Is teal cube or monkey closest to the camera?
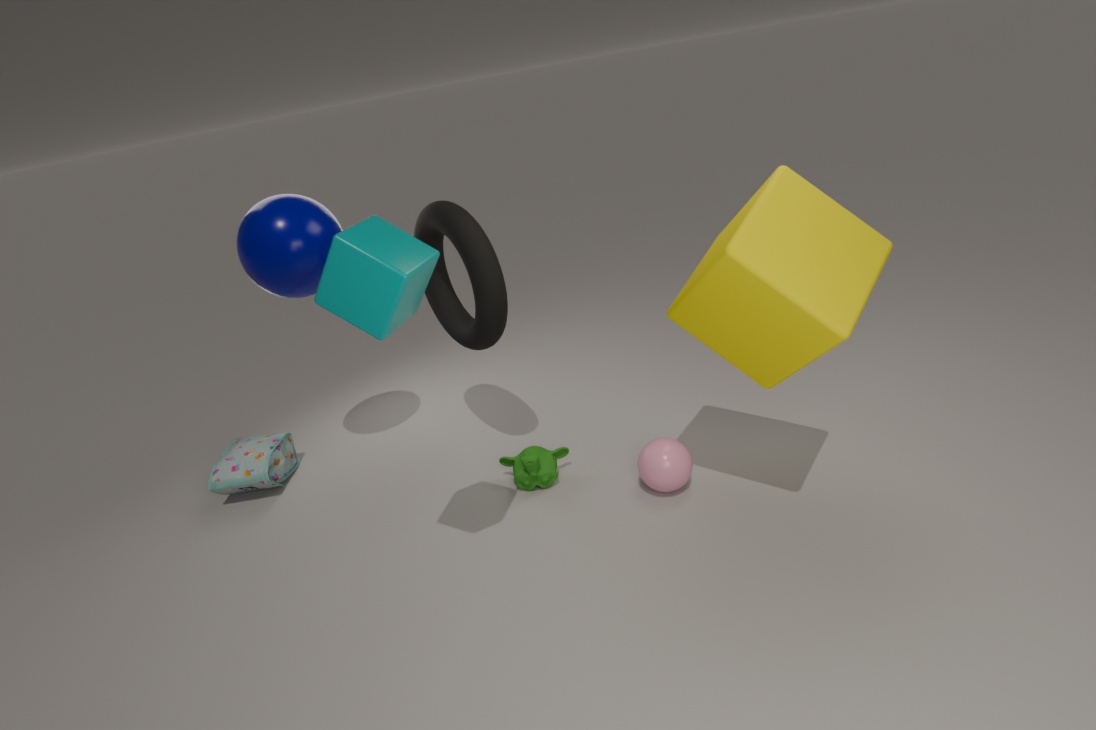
teal cube
